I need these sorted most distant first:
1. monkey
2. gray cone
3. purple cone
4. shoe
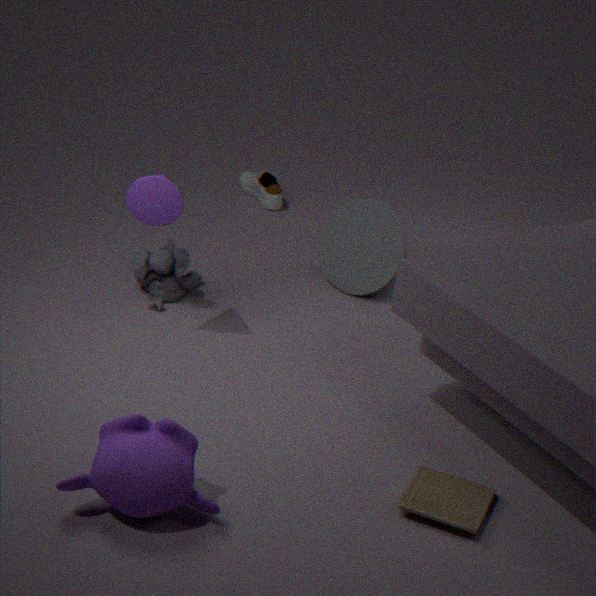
shoe, gray cone, purple cone, monkey
